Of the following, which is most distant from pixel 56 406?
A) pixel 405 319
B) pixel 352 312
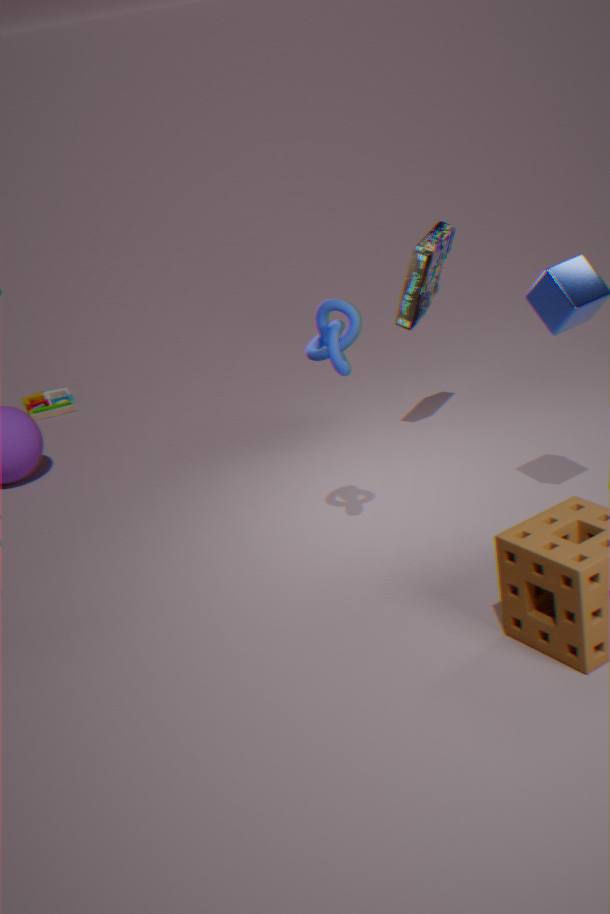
pixel 352 312
